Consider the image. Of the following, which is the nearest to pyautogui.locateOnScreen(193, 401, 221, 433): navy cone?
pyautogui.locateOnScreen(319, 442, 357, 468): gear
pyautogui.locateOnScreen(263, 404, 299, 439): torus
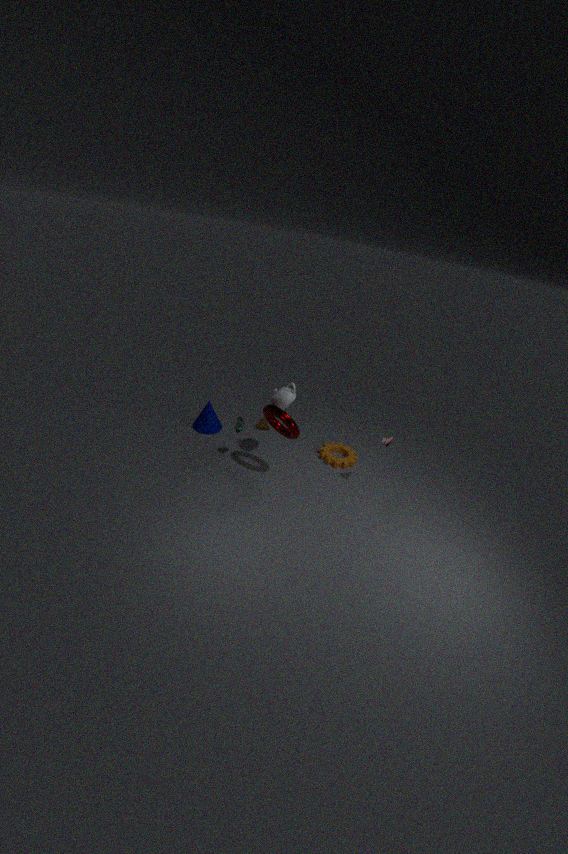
pyautogui.locateOnScreen(263, 404, 299, 439): torus
